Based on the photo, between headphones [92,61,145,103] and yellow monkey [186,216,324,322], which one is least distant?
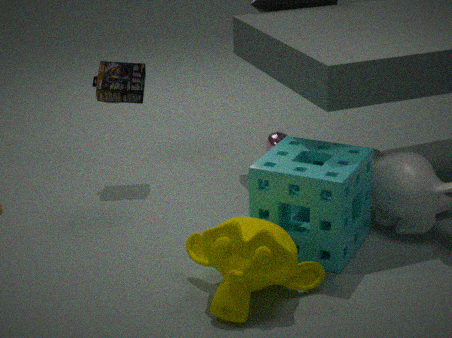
yellow monkey [186,216,324,322]
